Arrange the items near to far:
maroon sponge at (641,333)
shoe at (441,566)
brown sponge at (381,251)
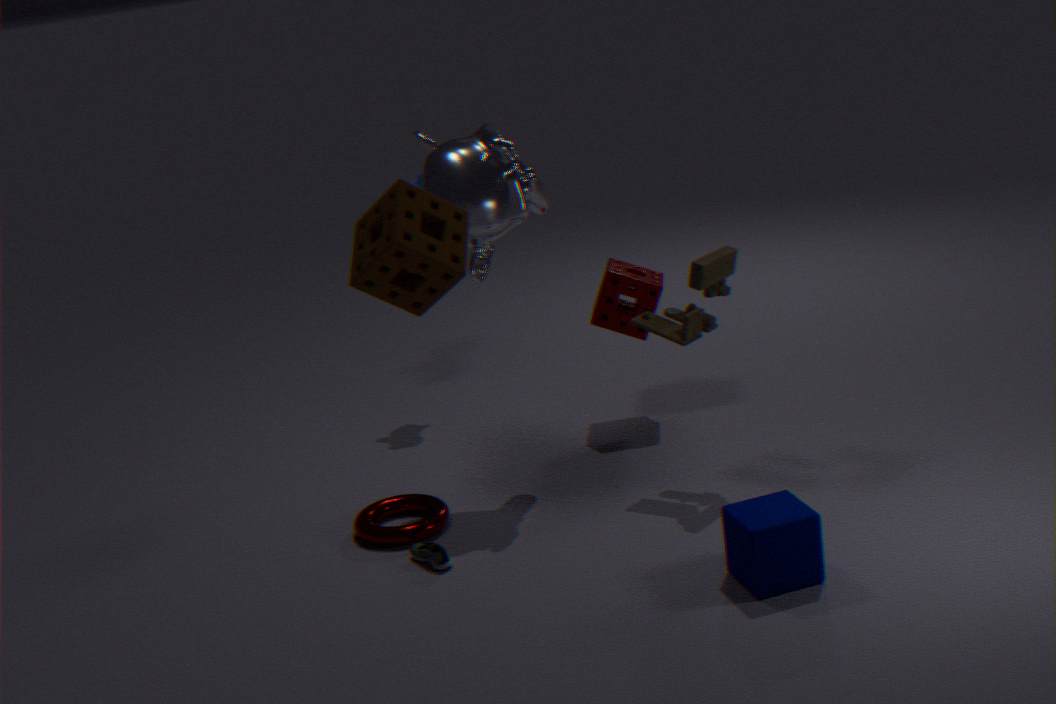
brown sponge at (381,251)
shoe at (441,566)
maroon sponge at (641,333)
